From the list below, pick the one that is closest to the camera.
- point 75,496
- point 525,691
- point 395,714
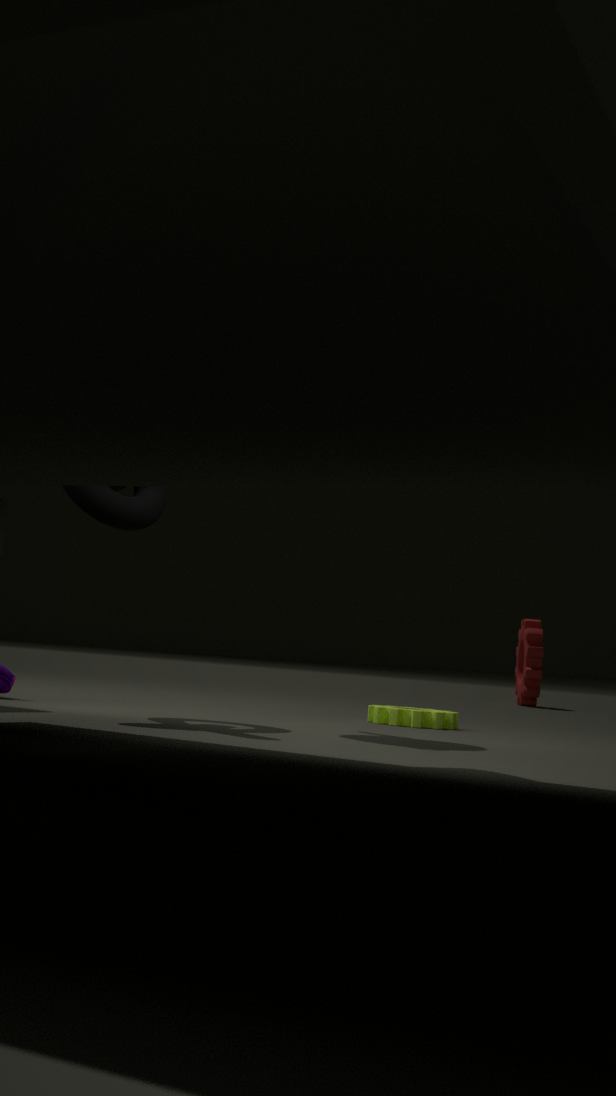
point 75,496
